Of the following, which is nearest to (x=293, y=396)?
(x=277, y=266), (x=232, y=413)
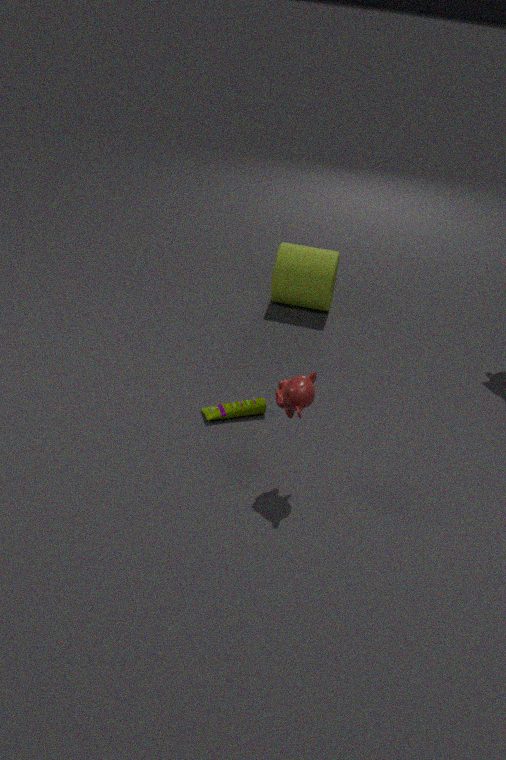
(x=232, y=413)
